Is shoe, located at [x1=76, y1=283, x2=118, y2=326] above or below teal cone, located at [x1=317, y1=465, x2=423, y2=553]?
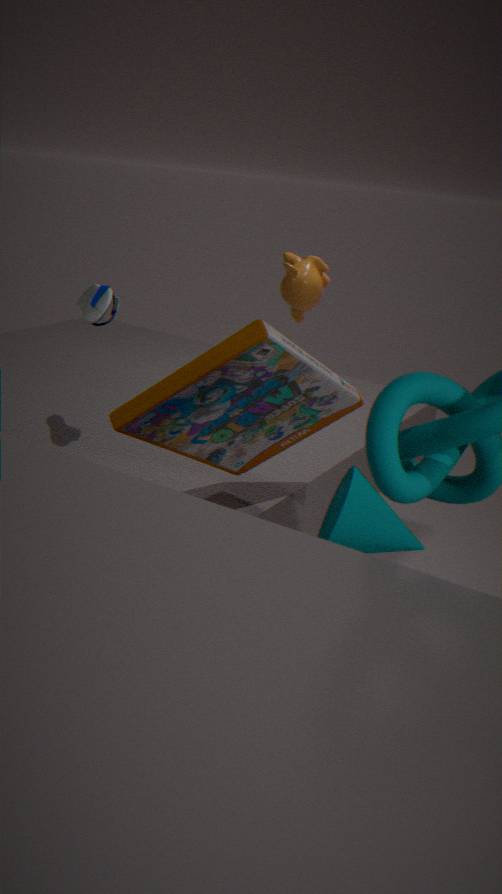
above
